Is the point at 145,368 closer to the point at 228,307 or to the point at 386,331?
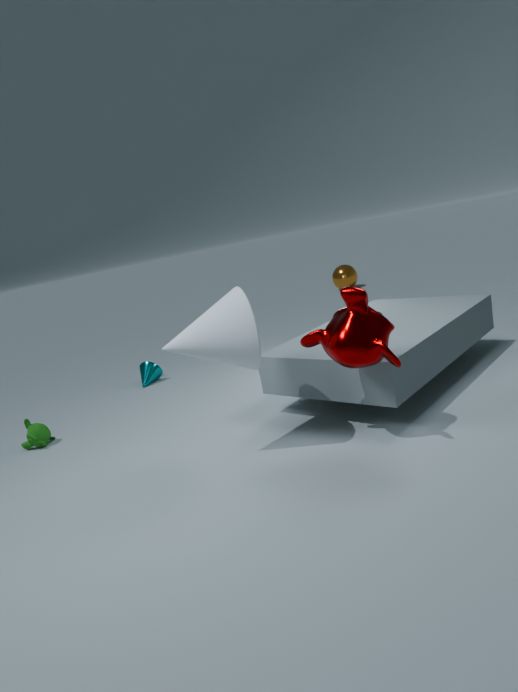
the point at 228,307
